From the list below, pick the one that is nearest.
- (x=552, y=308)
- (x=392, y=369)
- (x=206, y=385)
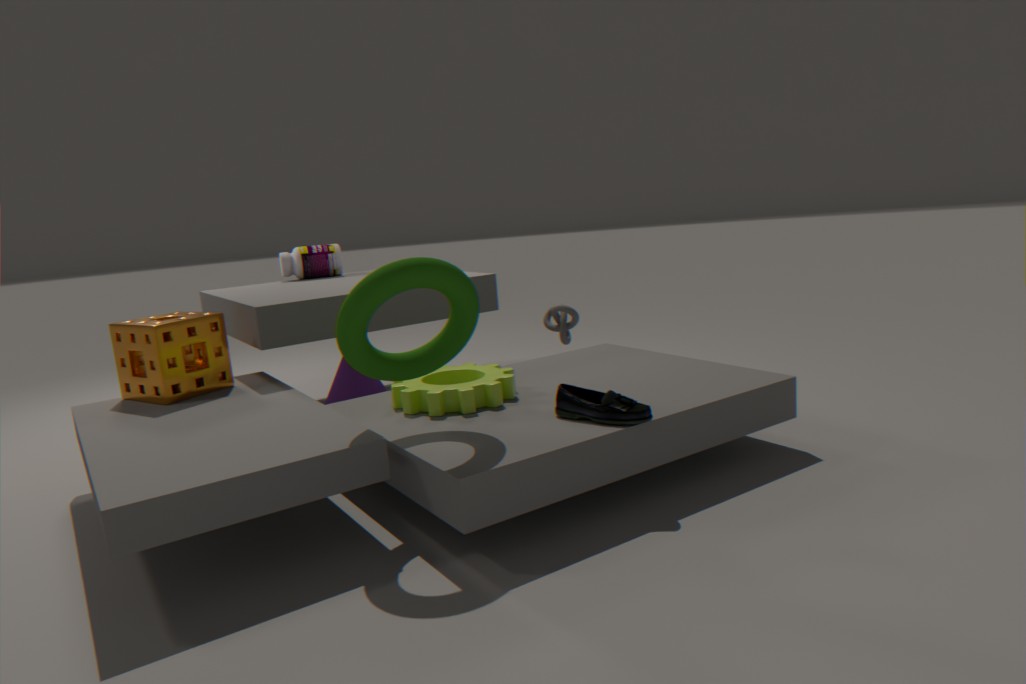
(x=392, y=369)
